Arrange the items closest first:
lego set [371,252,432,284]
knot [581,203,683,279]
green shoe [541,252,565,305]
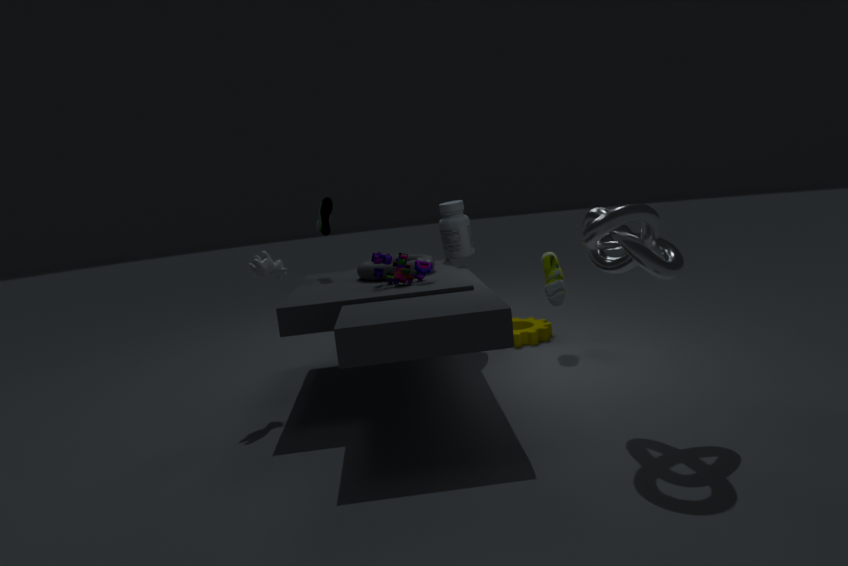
knot [581,203,683,279] → lego set [371,252,432,284] → green shoe [541,252,565,305]
